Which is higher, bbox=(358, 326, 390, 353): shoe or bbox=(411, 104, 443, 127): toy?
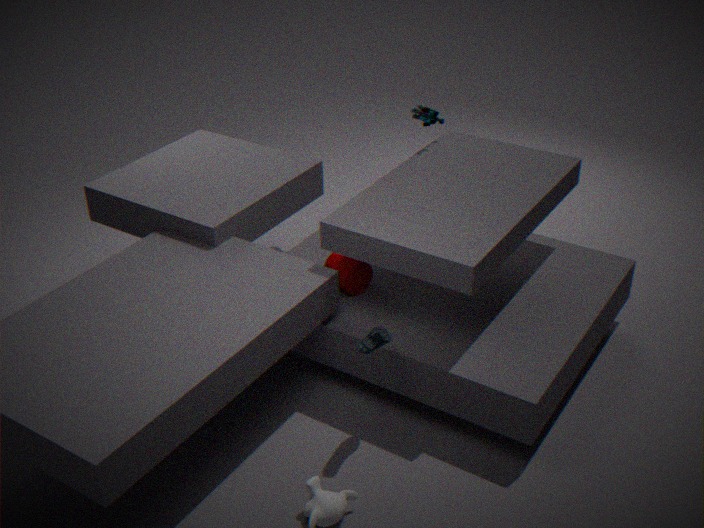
bbox=(411, 104, 443, 127): toy
